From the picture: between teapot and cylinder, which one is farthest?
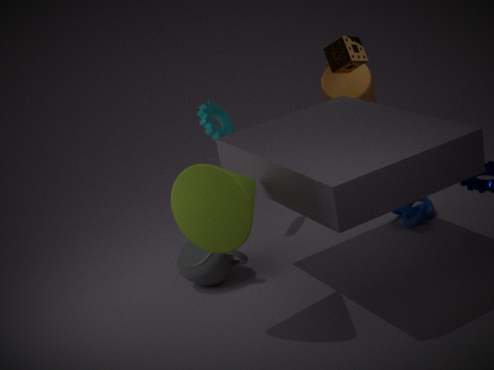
cylinder
